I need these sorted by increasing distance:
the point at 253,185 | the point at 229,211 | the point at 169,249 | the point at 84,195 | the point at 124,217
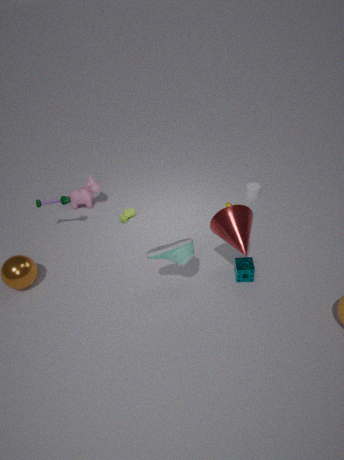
the point at 169,249 < the point at 229,211 < the point at 124,217 < the point at 253,185 < the point at 84,195
